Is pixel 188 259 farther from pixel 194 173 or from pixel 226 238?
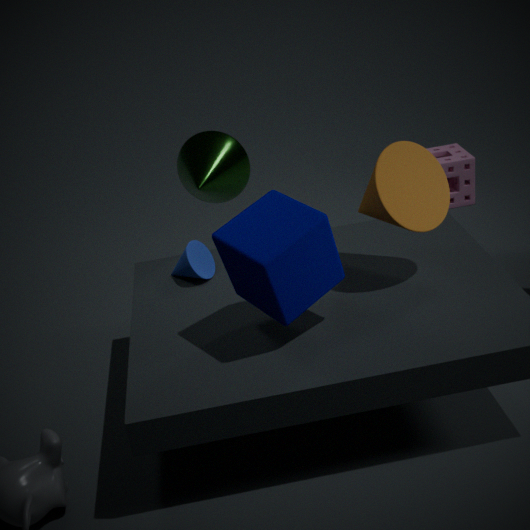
pixel 226 238
